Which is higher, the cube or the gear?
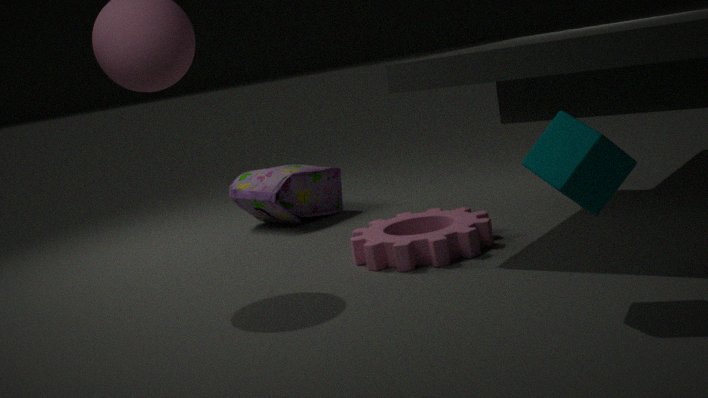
the cube
